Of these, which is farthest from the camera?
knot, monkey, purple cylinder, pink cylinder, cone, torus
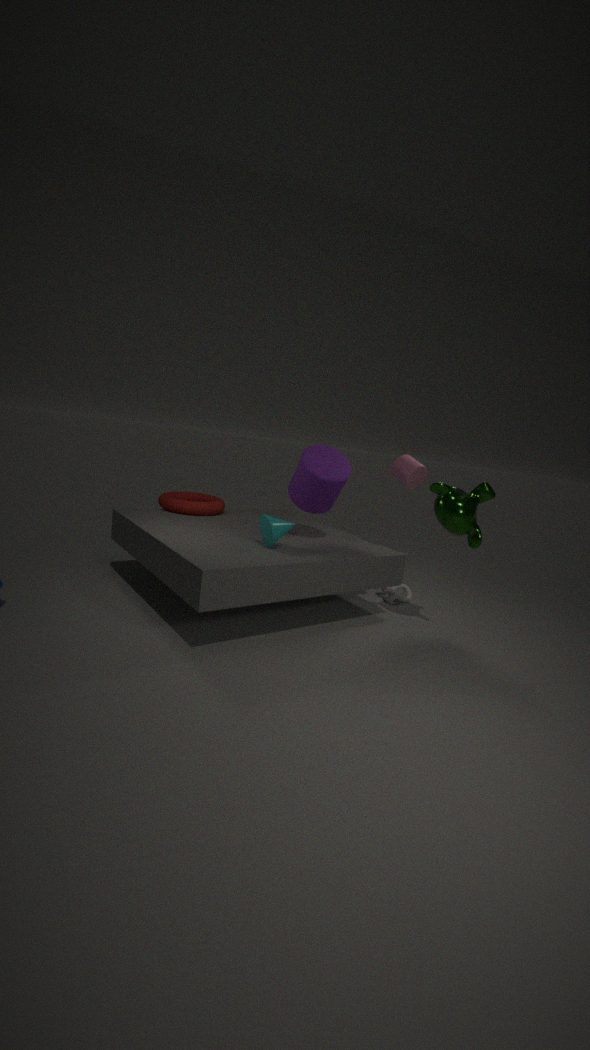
knot
